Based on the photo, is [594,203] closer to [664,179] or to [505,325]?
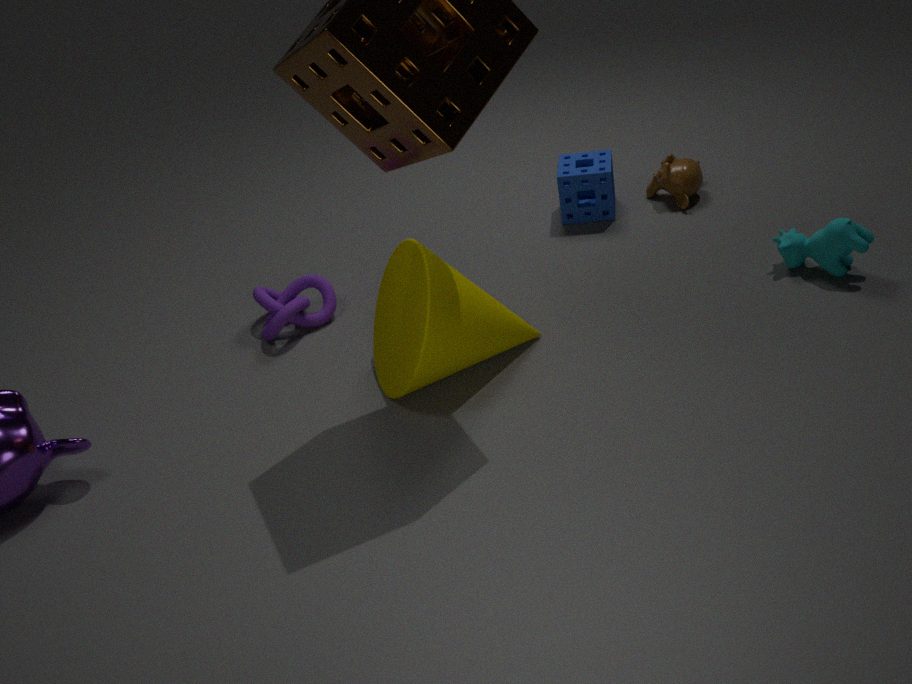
[664,179]
